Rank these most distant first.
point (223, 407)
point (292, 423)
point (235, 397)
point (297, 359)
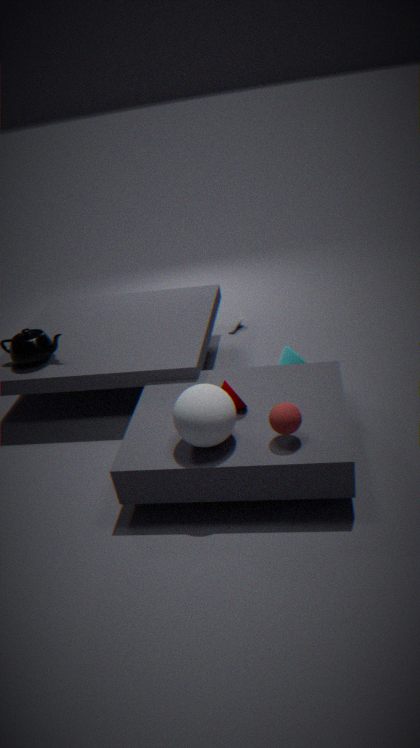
point (297, 359) → point (235, 397) → point (223, 407) → point (292, 423)
